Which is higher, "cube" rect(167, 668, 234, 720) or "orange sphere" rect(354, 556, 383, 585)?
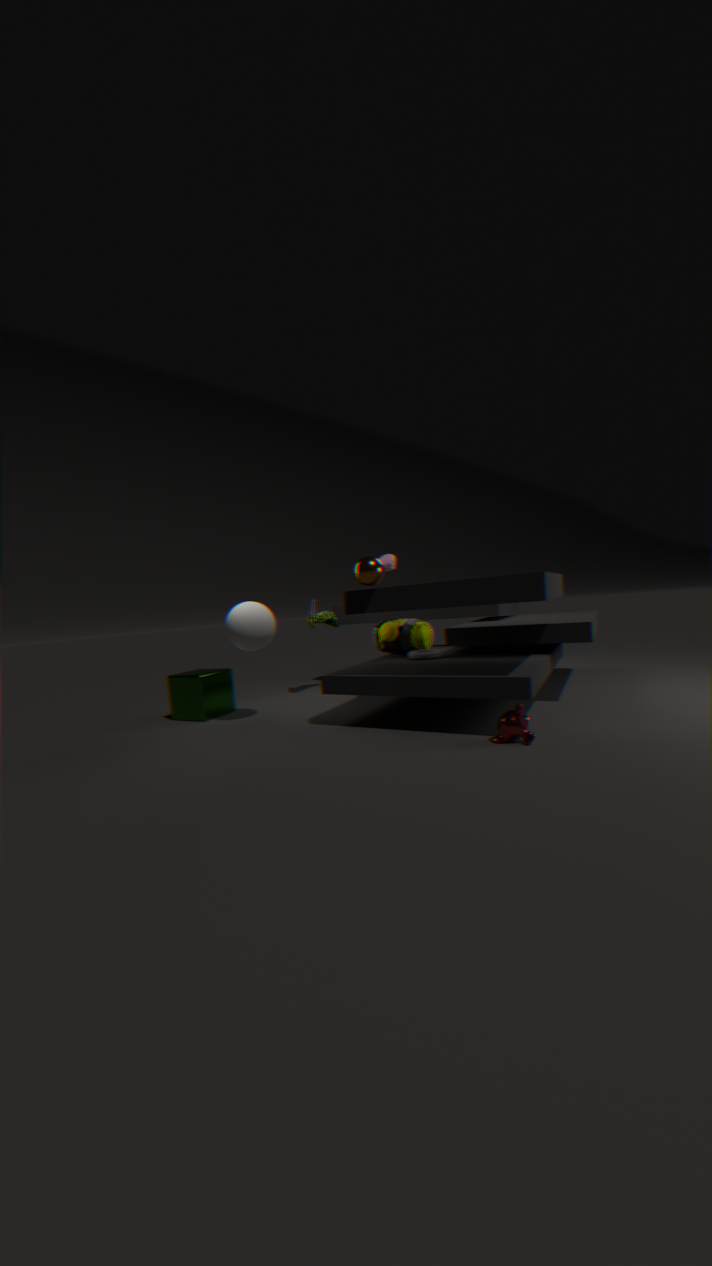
"orange sphere" rect(354, 556, 383, 585)
